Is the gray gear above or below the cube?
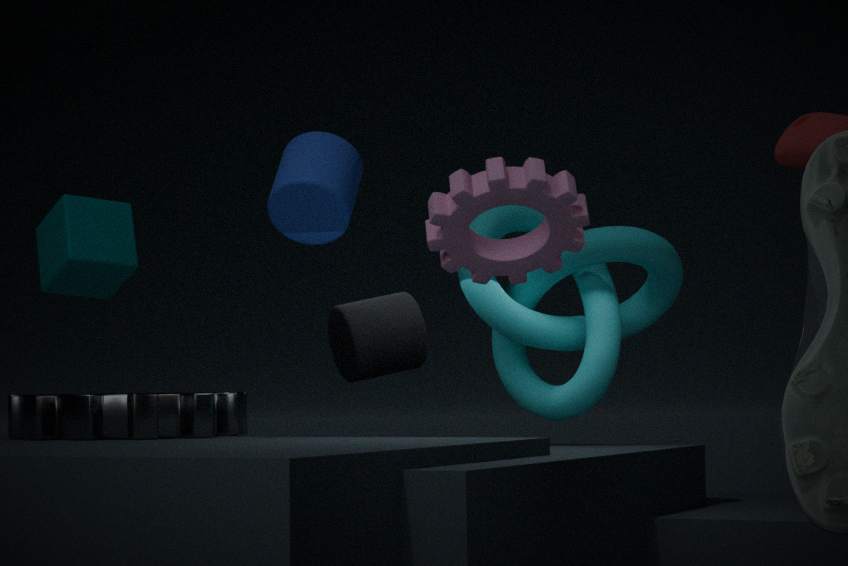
below
